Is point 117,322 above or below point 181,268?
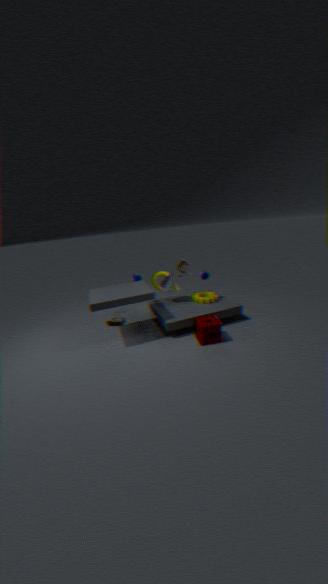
below
